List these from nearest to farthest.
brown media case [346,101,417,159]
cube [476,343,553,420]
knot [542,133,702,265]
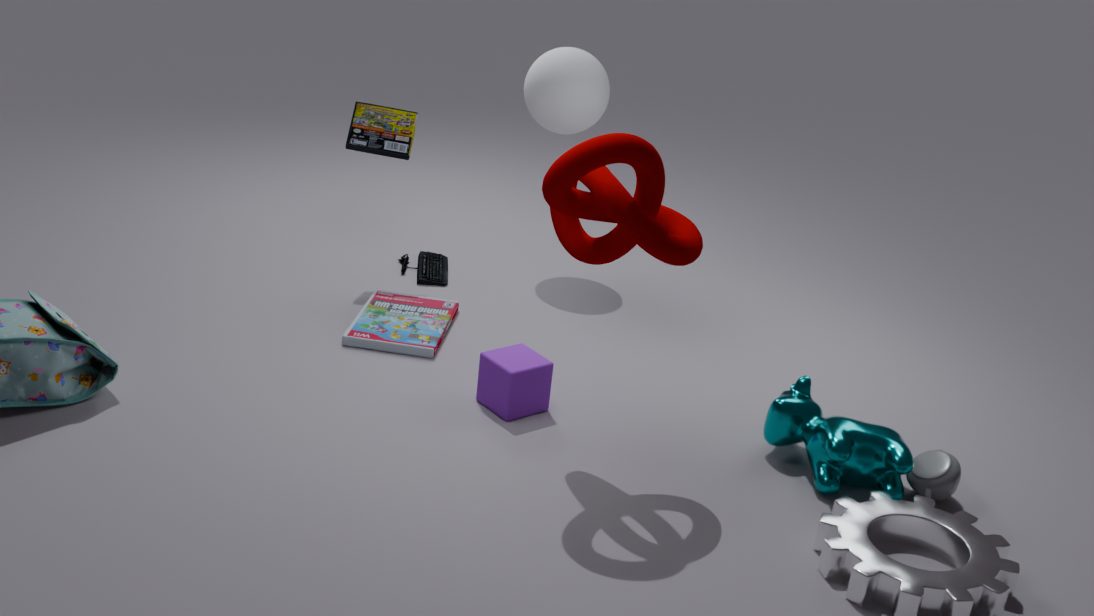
1. knot [542,133,702,265]
2. cube [476,343,553,420]
3. brown media case [346,101,417,159]
